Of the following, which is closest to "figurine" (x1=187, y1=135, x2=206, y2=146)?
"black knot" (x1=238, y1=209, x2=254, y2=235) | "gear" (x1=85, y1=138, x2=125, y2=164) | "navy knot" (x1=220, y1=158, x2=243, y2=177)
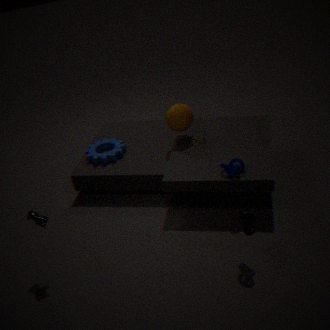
"navy knot" (x1=220, y1=158, x2=243, y2=177)
